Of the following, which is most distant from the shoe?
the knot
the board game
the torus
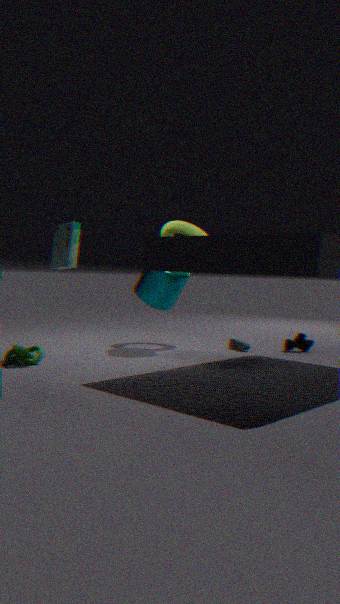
the knot
